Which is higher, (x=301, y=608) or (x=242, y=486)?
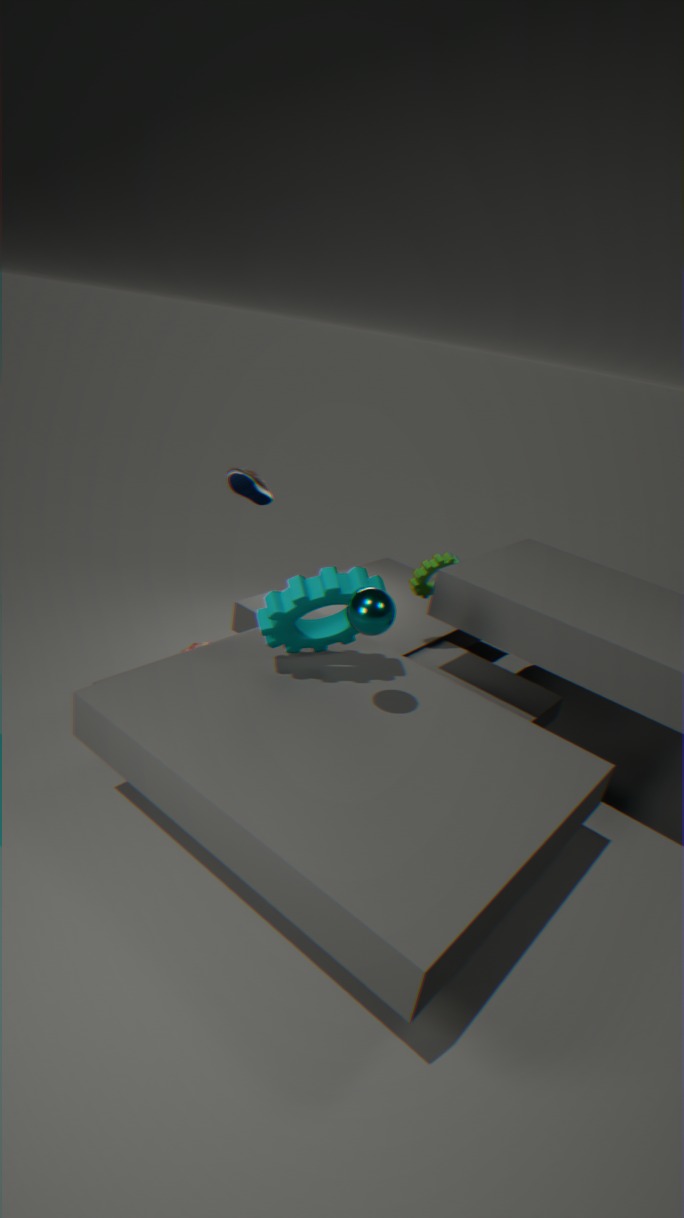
(x=242, y=486)
